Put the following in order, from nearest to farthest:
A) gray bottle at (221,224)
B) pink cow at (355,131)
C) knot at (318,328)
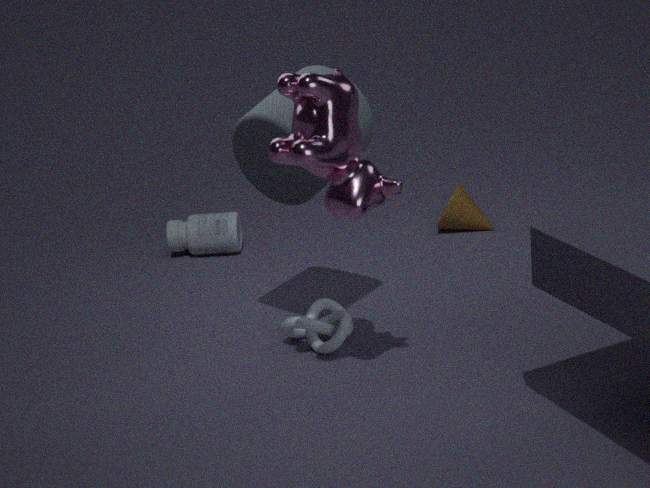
pink cow at (355,131) < knot at (318,328) < gray bottle at (221,224)
